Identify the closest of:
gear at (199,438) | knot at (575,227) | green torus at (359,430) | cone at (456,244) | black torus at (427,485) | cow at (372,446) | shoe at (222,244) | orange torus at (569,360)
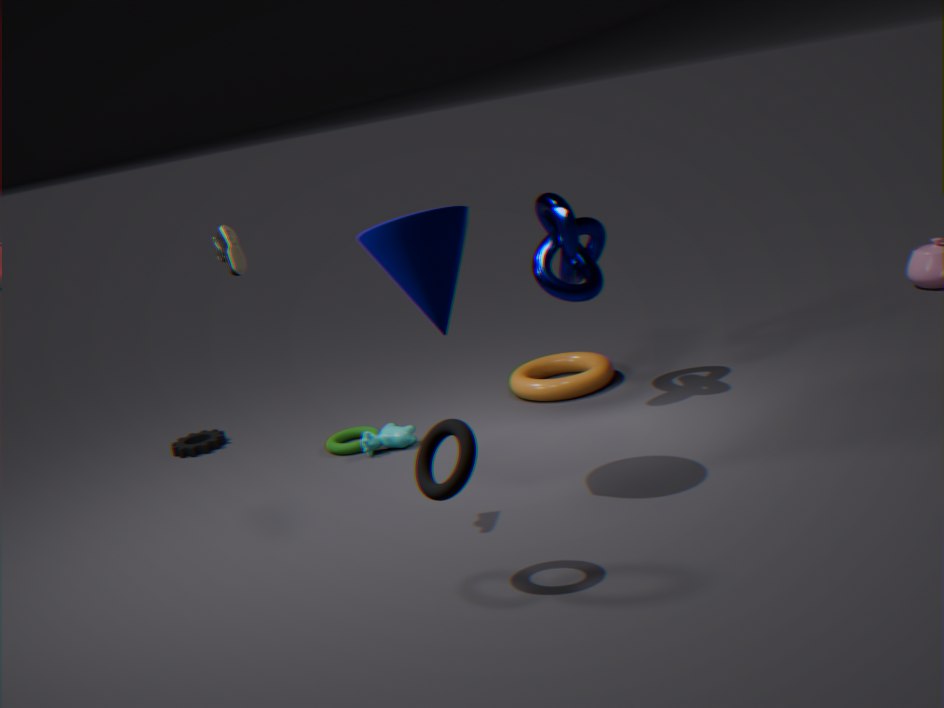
black torus at (427,485)
